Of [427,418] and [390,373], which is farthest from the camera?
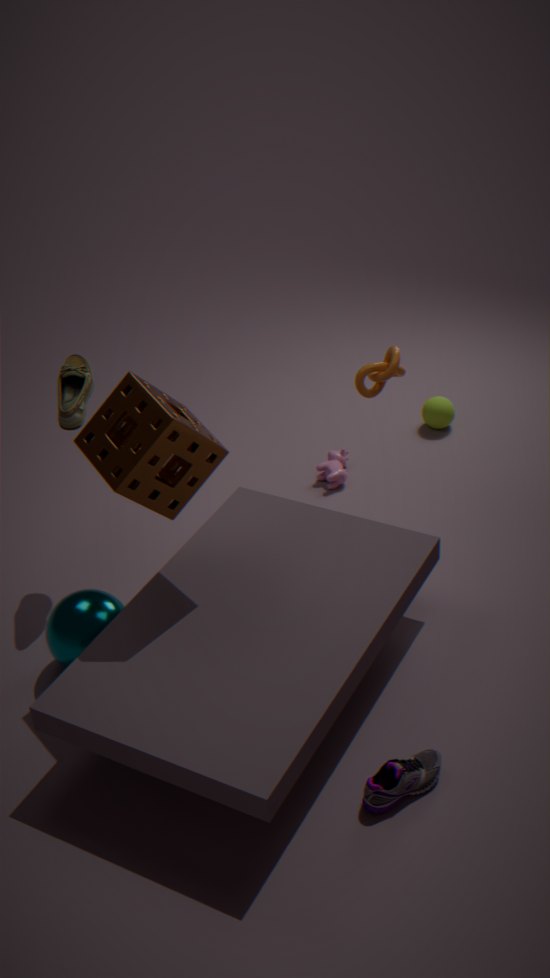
[427,418]
